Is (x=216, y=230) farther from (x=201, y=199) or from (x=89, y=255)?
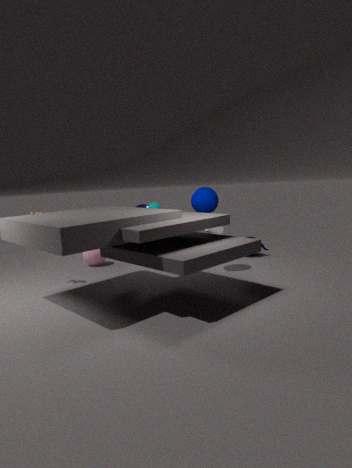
(x=89, y=255)
